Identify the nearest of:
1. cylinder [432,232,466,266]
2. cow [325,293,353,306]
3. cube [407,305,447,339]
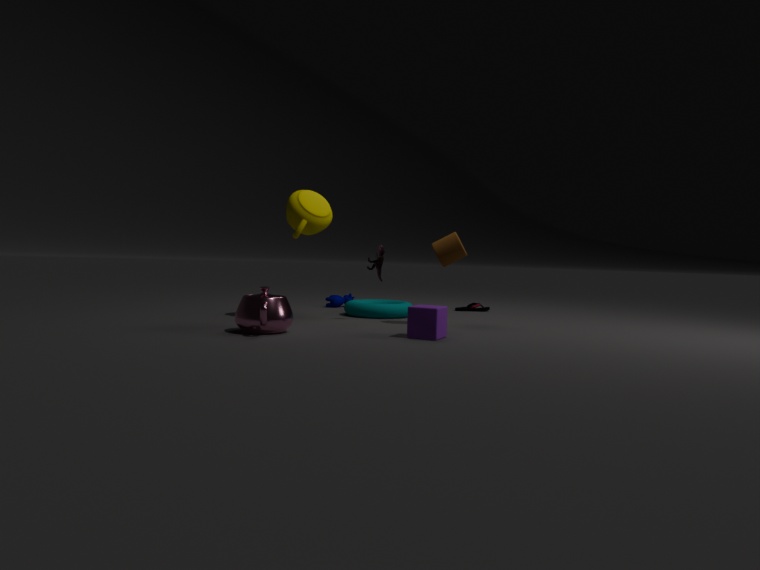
cube [407,305,447,339]
